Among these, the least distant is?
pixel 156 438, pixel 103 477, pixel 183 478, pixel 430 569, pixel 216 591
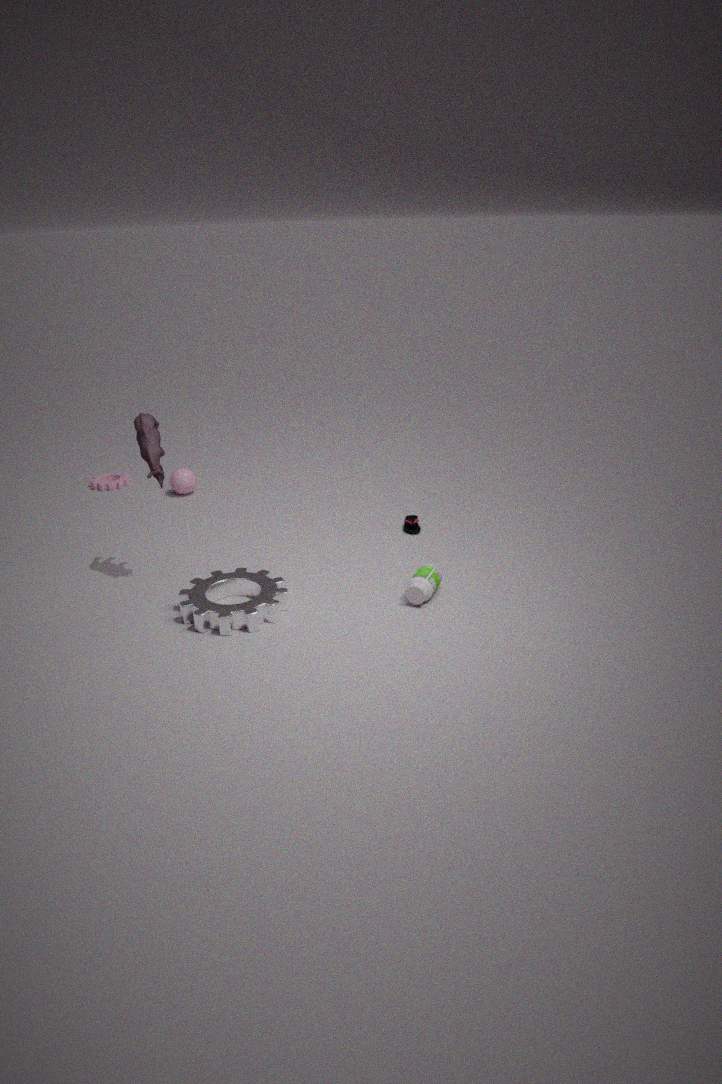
pixel 156 438
